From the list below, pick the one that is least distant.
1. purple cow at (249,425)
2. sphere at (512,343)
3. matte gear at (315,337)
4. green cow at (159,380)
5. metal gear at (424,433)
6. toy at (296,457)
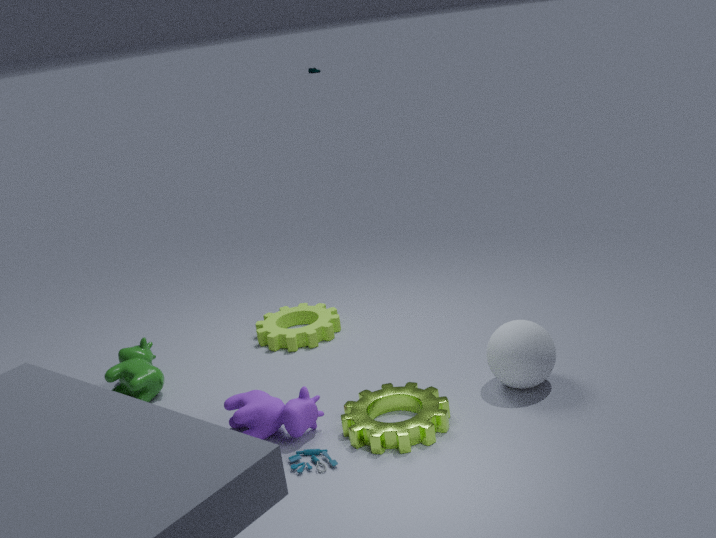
toy at (296,457)
